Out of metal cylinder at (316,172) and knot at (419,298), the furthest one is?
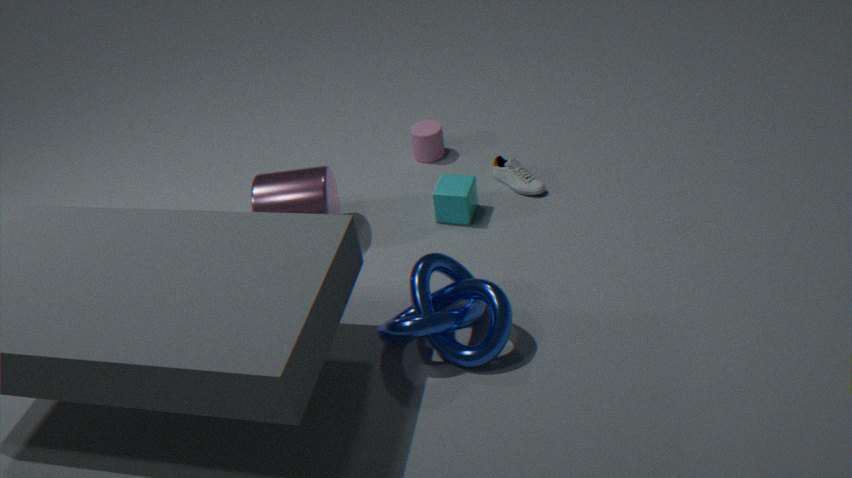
metal cylinder at (316,172)
